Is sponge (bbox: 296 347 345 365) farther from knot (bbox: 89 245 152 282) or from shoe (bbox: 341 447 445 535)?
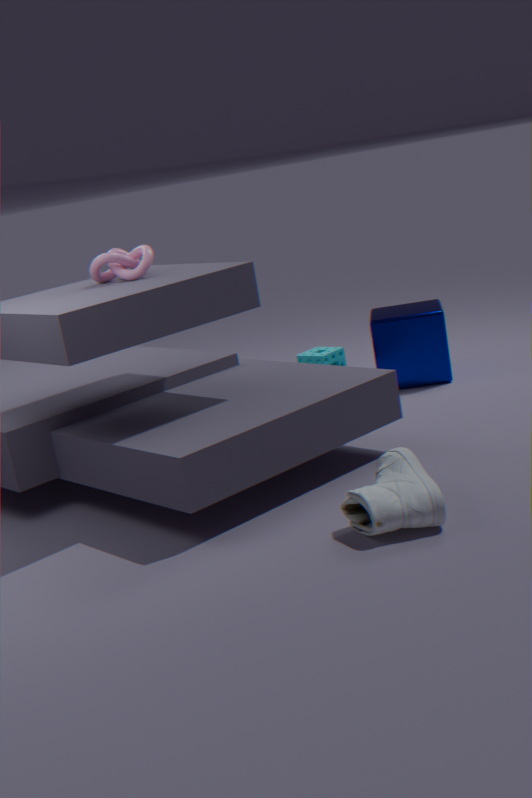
shoe (bbox: 341 447 445 535)
